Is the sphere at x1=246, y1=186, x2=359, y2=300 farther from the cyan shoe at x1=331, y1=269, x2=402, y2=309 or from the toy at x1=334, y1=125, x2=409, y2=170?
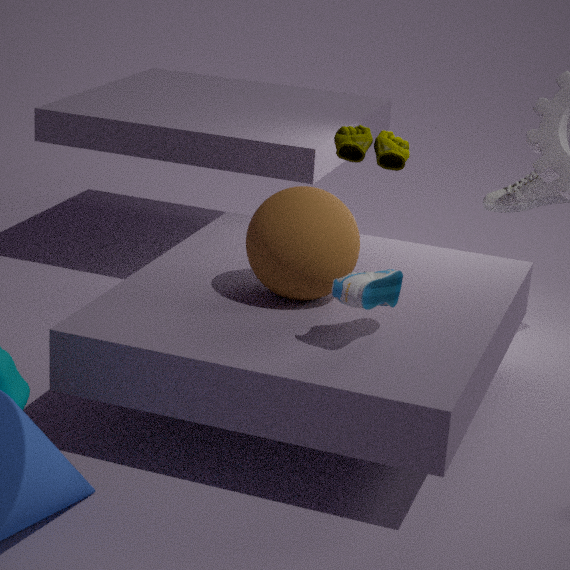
the toy at x1=334, y1=125, x2=409, y2=170
